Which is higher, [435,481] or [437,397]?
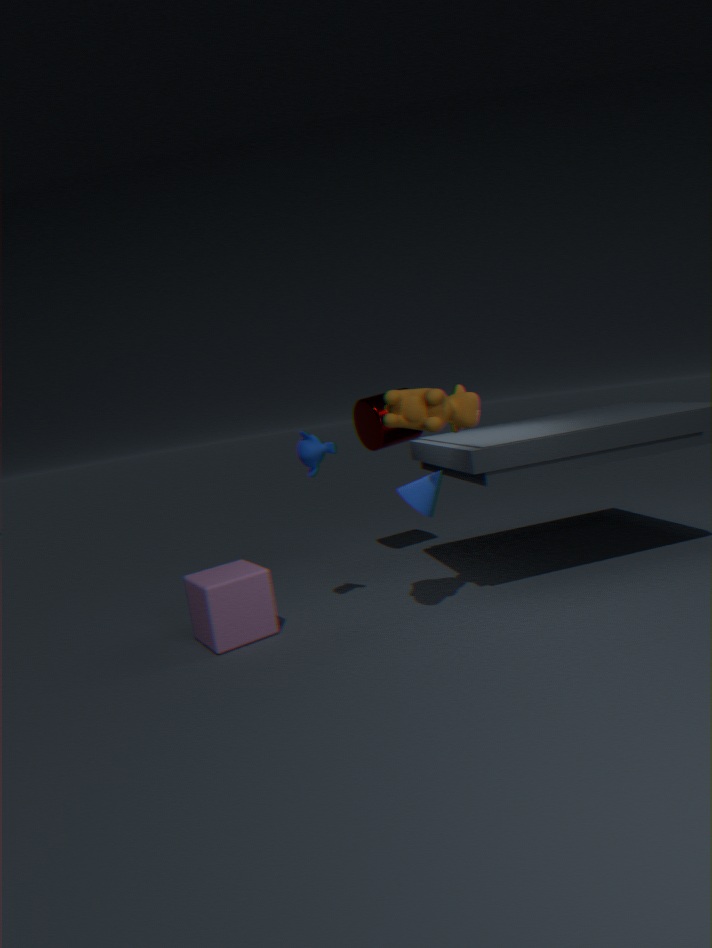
[437,397]
